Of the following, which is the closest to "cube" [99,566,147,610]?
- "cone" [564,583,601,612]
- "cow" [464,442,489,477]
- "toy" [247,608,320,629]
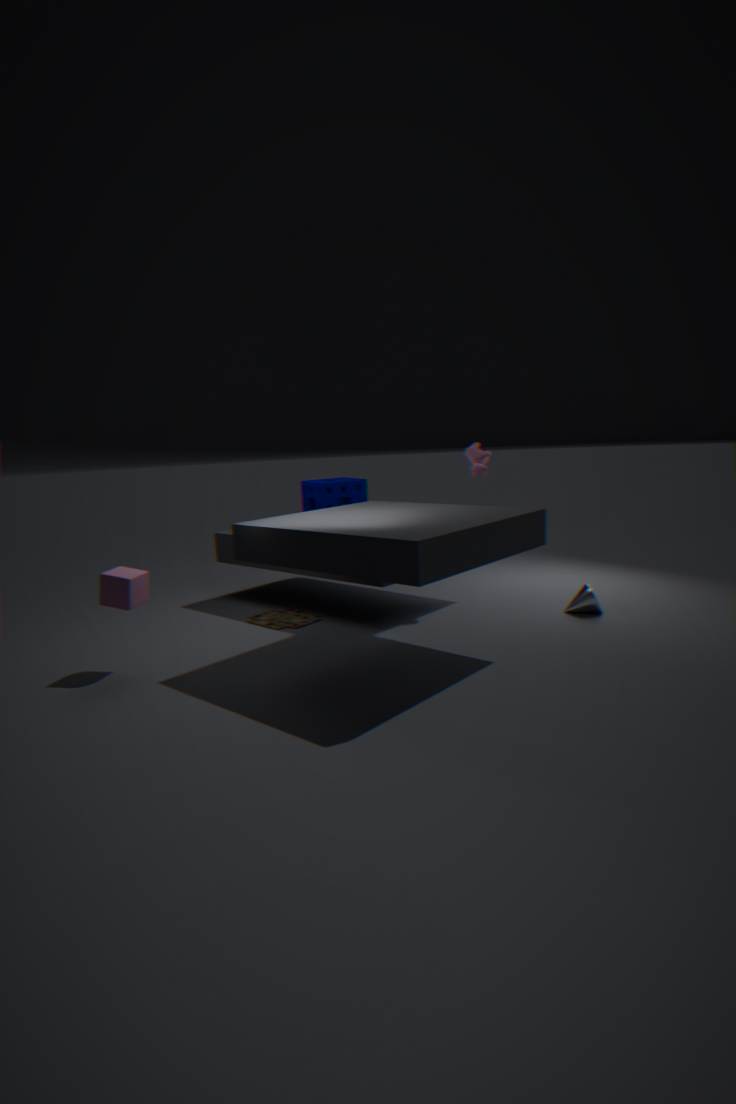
"toy" [247,608,320,629]
